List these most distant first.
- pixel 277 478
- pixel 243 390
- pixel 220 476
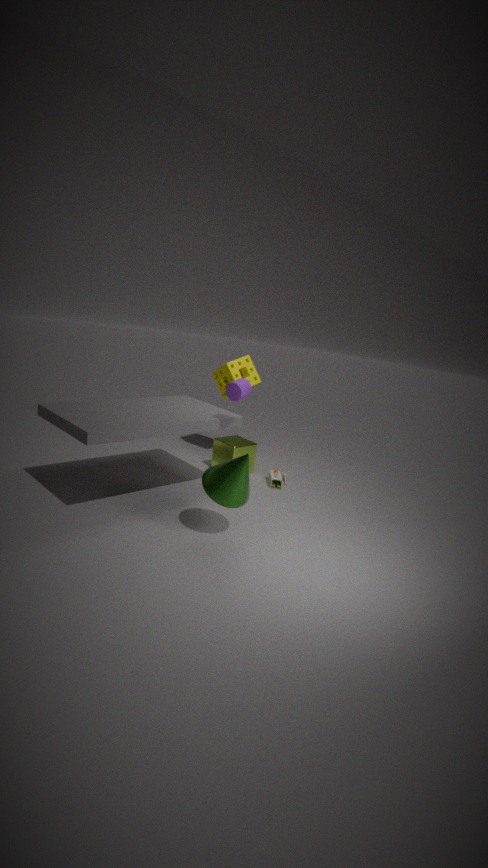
pixel 277 478 → pixel 243 390 → pixel 220 476
